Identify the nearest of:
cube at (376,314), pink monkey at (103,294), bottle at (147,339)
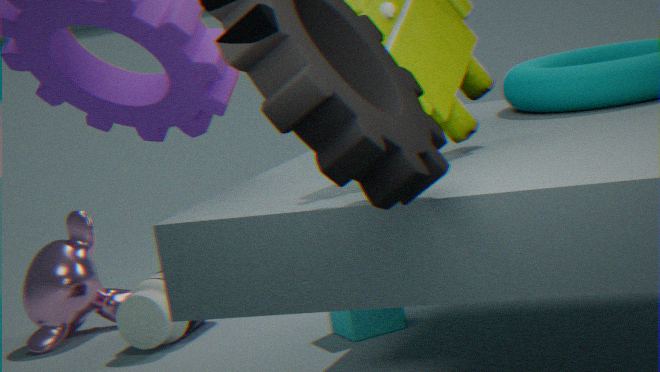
cube at (376,314)
